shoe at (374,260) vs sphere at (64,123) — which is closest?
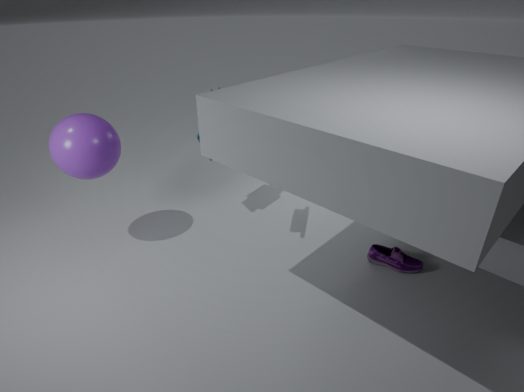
sphere at (64,123)
